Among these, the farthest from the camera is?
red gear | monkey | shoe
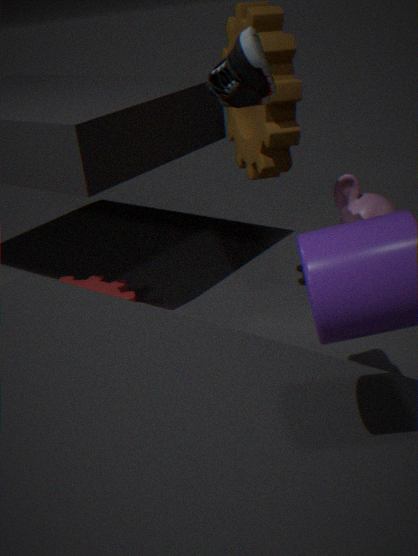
red gear
